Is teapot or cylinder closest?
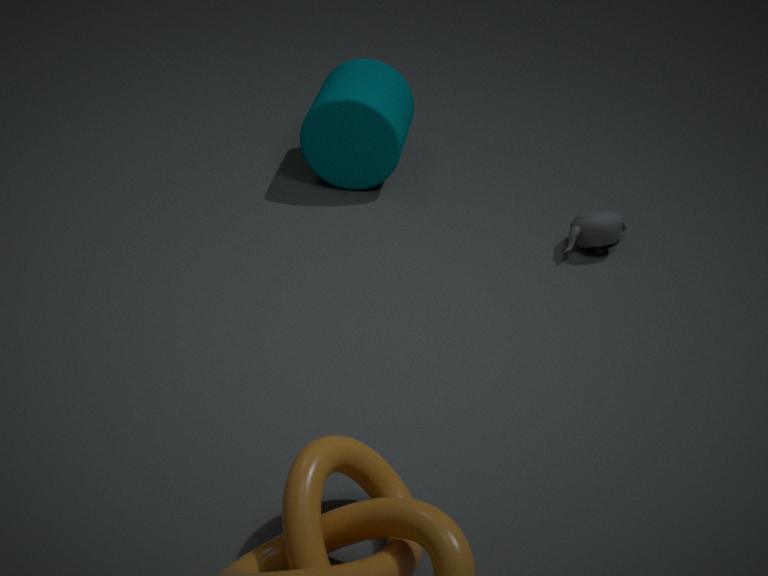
teapot
